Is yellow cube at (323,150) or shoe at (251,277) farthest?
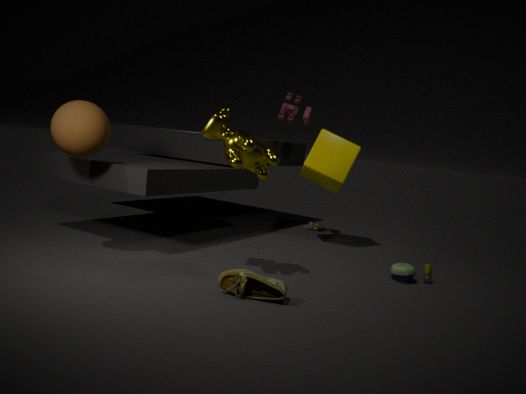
yellow cube at (323,150)
